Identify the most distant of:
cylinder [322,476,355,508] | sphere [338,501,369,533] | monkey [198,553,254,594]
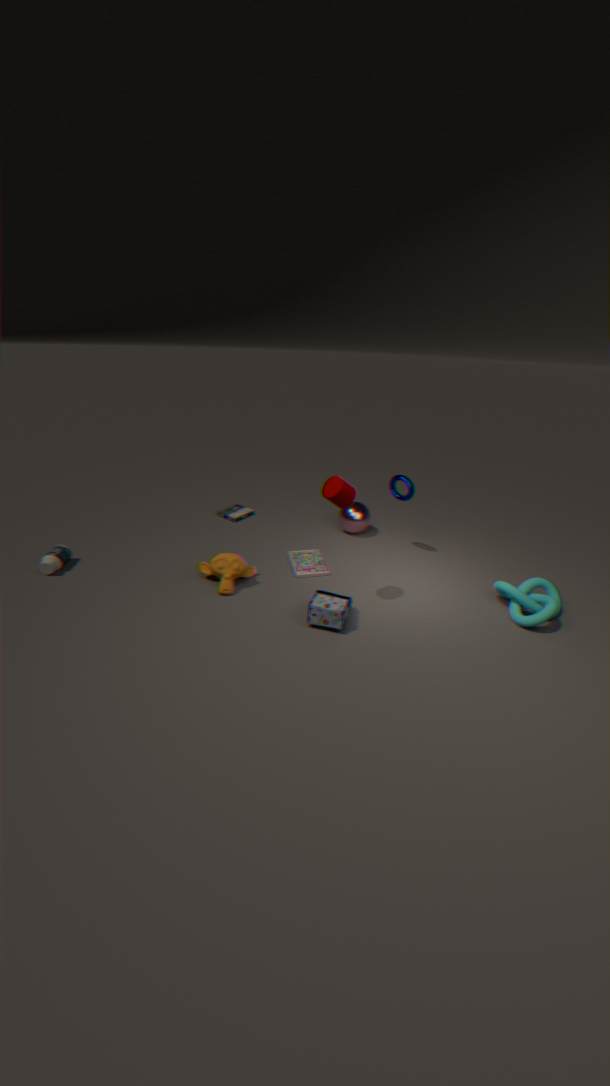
sphere [338,501,369,533]
